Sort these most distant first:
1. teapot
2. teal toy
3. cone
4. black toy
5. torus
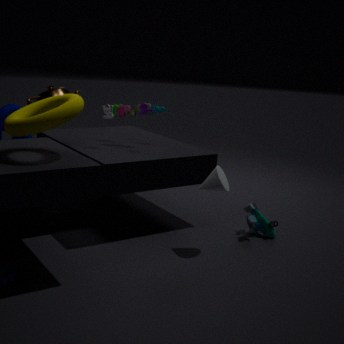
black toy, teal toy, teapot, cone, torus
